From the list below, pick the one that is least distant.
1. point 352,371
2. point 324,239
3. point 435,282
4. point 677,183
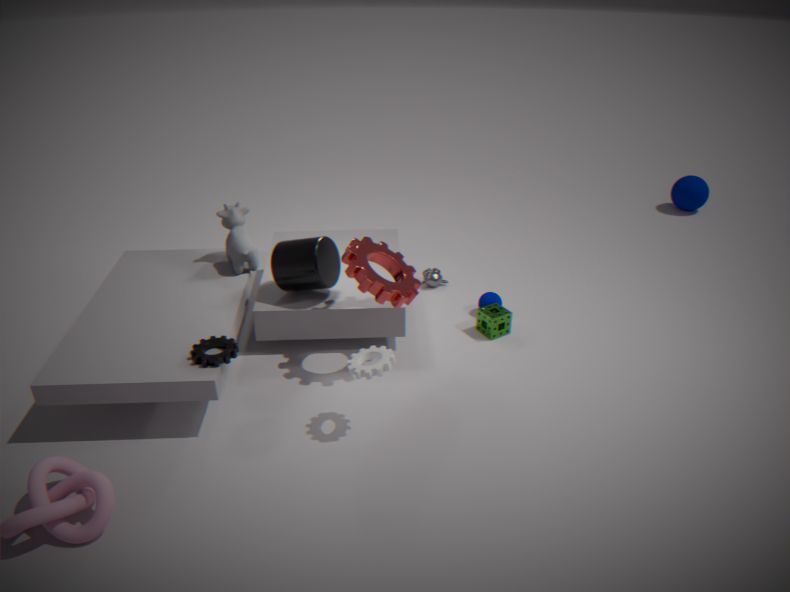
point 352,371
